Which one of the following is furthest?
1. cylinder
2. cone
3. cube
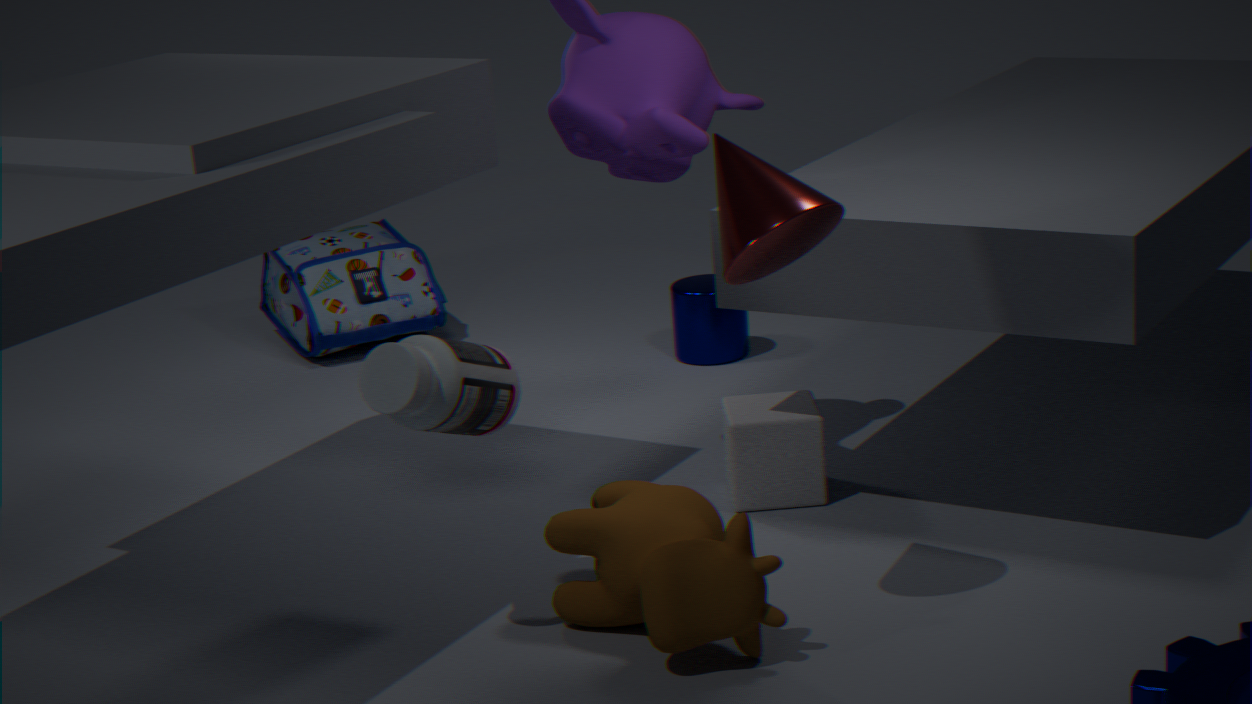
cylinder
